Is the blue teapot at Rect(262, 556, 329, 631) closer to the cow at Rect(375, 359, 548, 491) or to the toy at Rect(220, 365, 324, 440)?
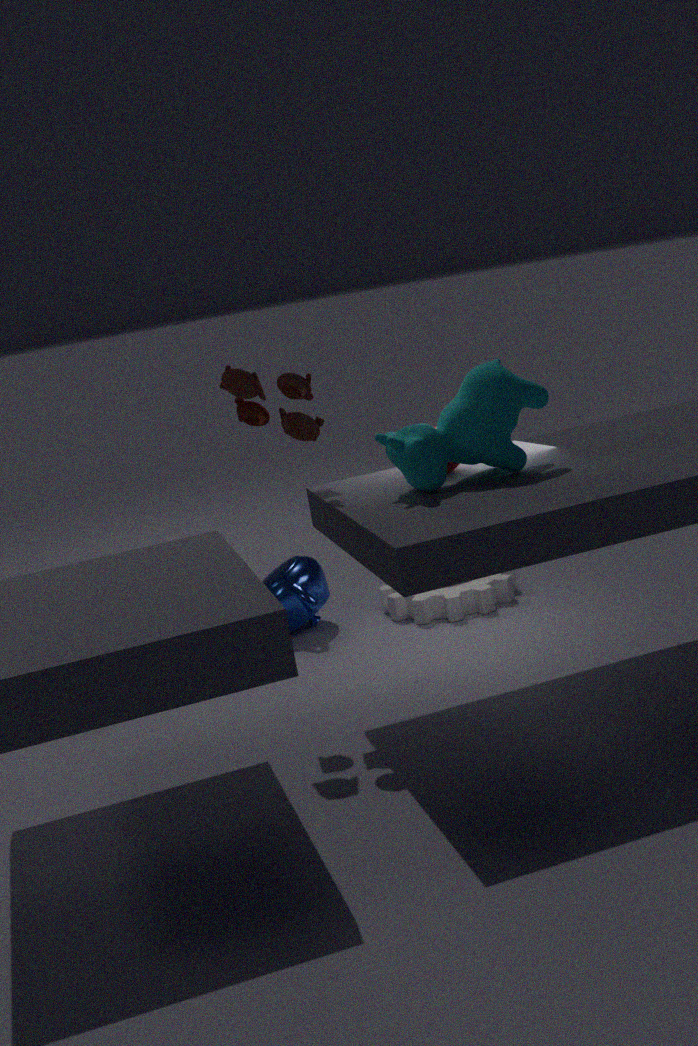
the toy at Rect(220, 365, 324, 440)
